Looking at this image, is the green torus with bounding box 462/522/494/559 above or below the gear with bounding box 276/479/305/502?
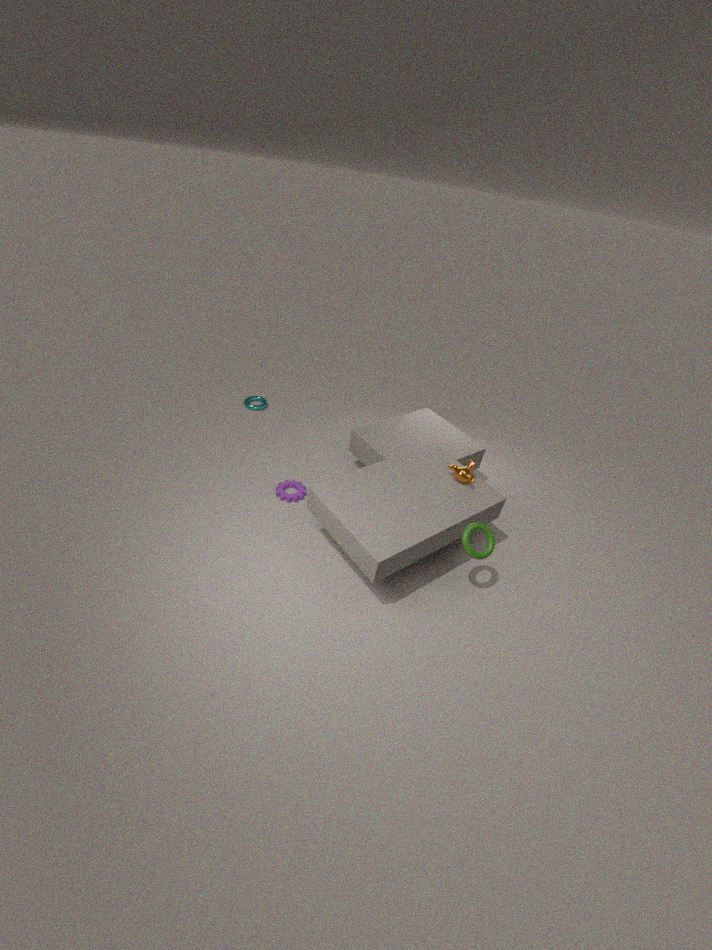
above
